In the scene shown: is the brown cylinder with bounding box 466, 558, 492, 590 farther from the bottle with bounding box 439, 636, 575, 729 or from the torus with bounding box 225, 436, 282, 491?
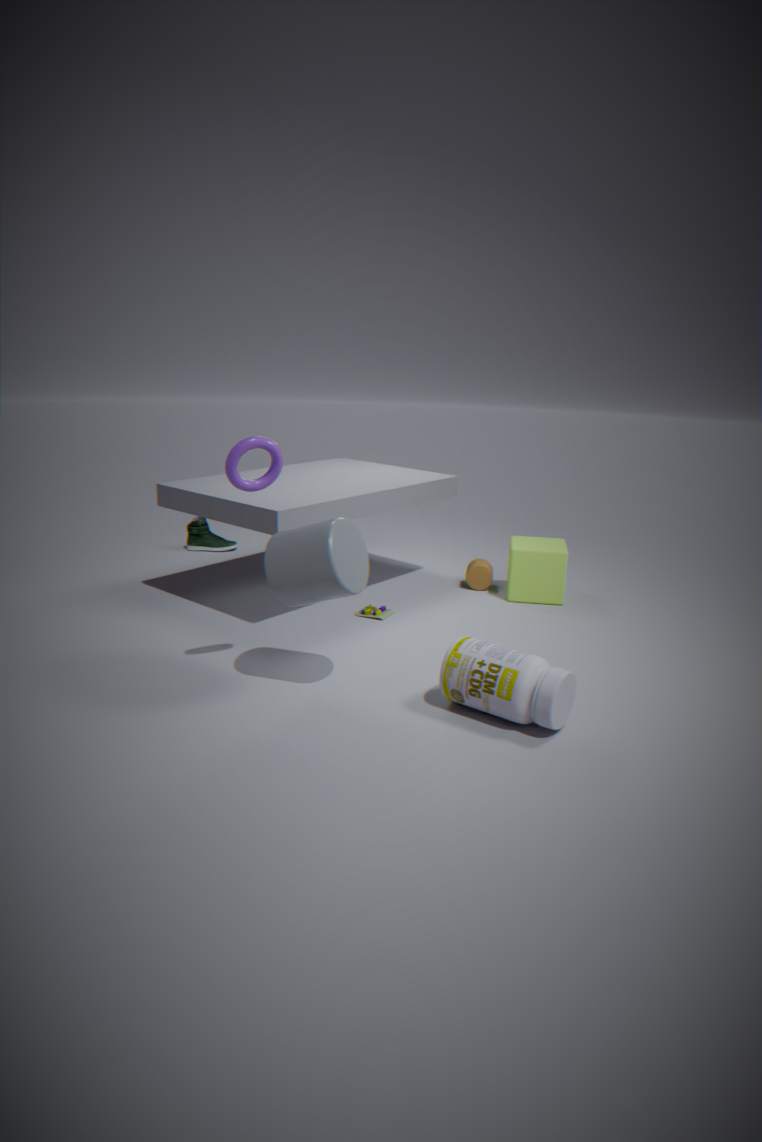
the torus with bounding box 225, 436, 282, 491
